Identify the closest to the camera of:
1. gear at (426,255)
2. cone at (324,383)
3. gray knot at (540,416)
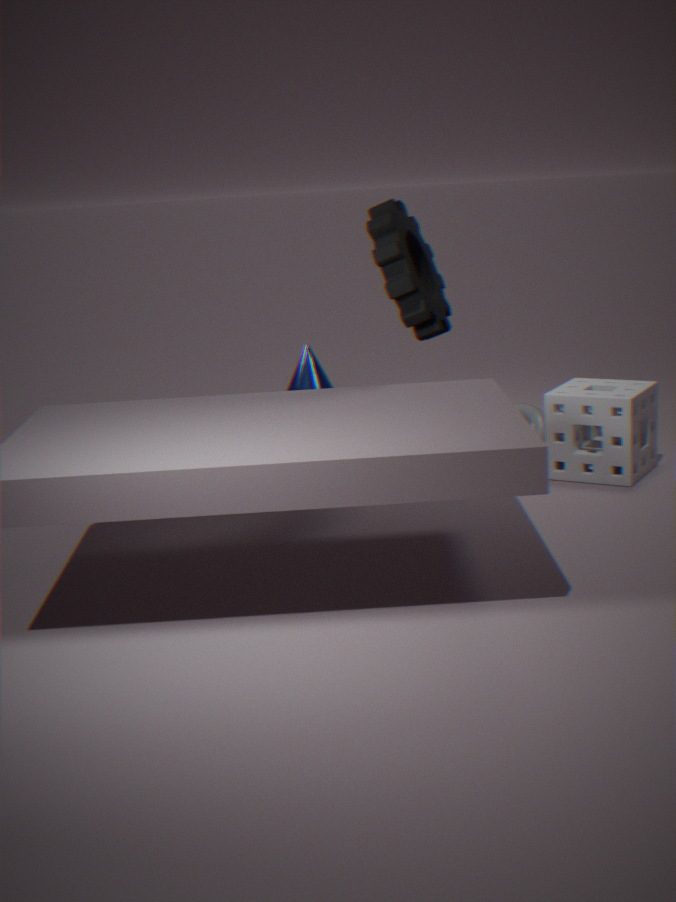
gear at (426,255)
